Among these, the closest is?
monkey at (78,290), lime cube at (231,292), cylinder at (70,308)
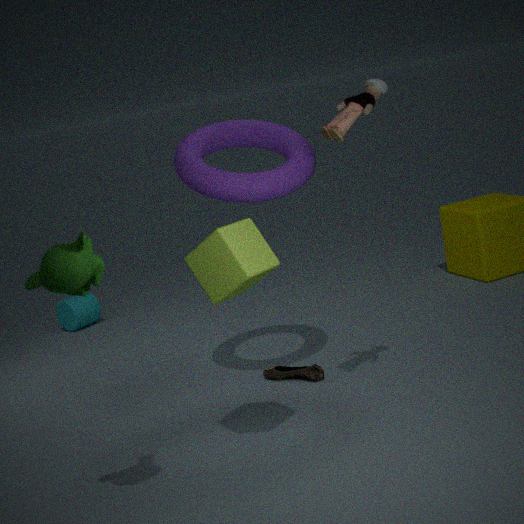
monkey at (78,290)
